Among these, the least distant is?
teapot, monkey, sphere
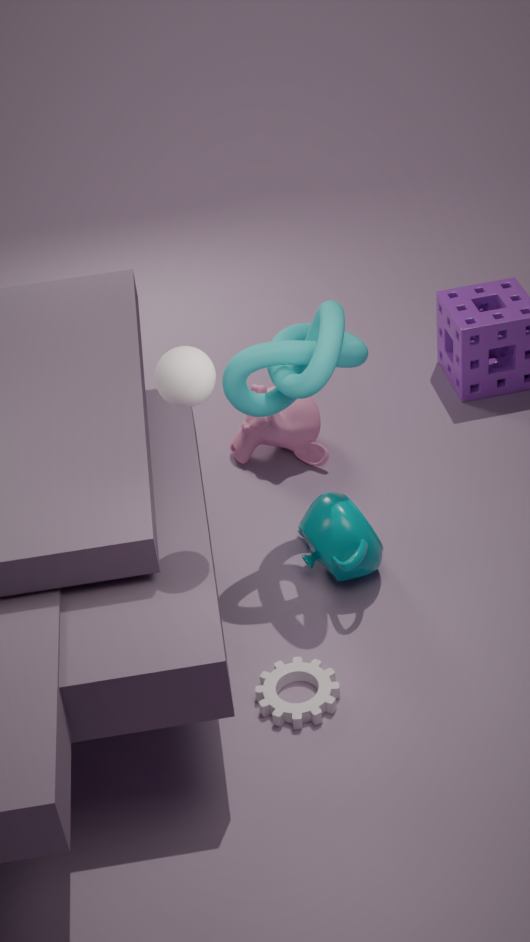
sphere
